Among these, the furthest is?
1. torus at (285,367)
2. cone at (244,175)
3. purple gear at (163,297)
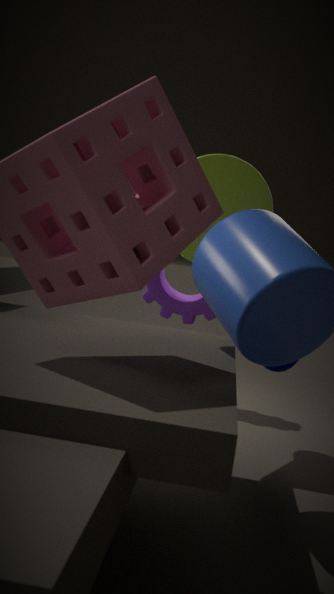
purple gear at (163,297)
